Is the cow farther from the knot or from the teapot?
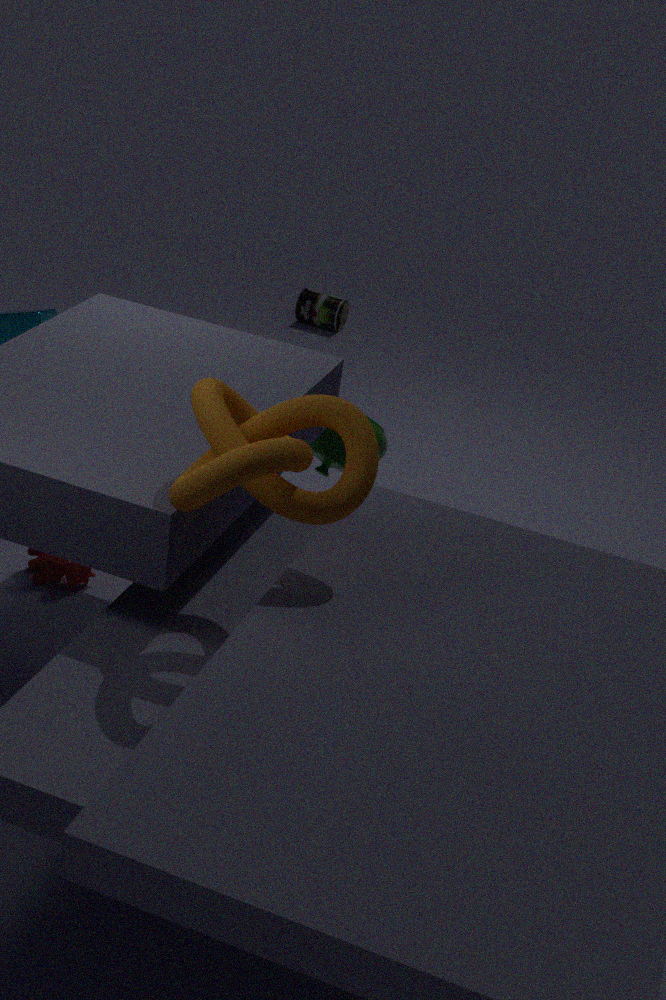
the knot
